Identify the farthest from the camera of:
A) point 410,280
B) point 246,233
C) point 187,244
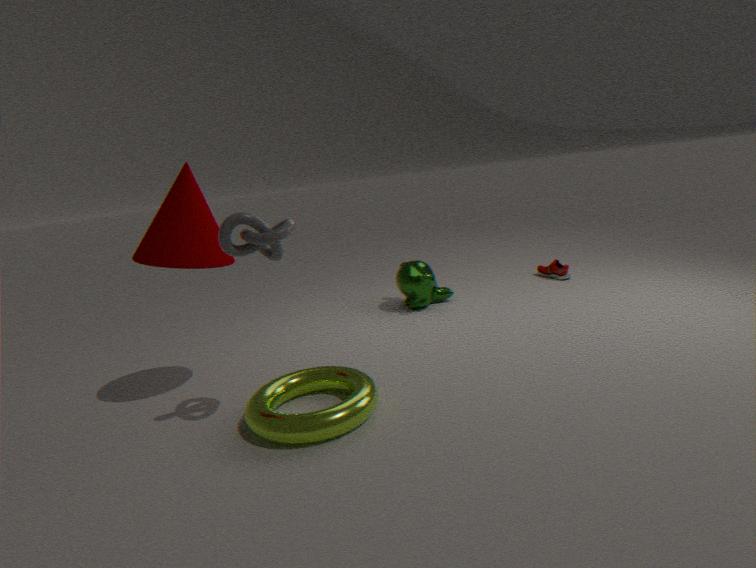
point 410,280
